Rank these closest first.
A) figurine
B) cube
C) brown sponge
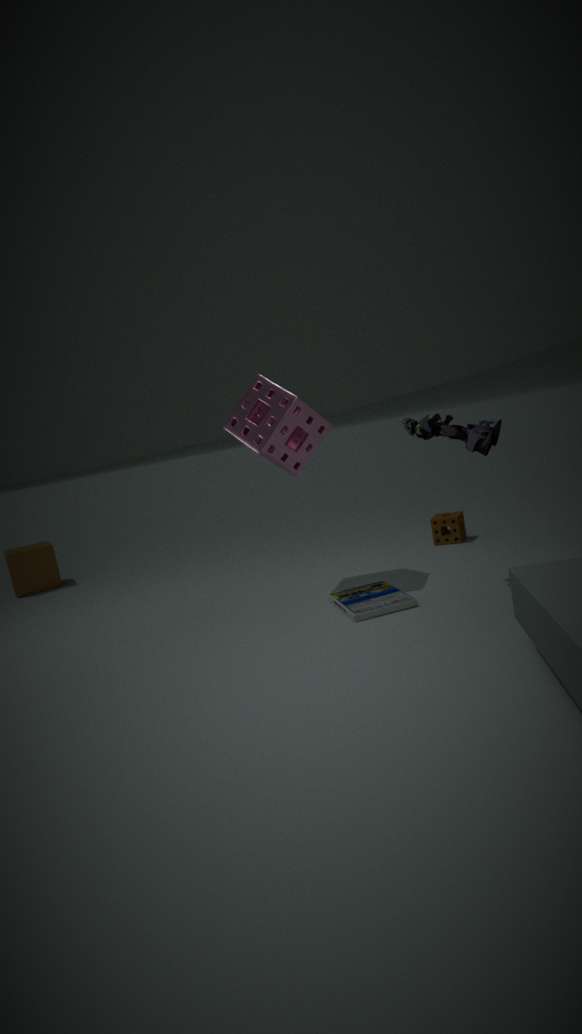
figurine
brown sponge
cube
